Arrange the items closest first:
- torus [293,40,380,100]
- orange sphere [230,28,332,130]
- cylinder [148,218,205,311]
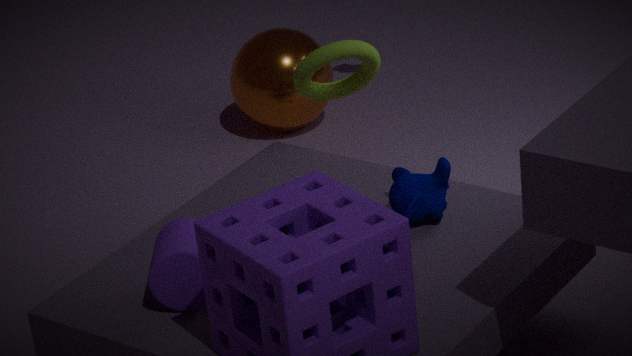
cylinder [148,218,205,311] < torus [293,40,380,100] < orange sphere [230,28,332,130]
